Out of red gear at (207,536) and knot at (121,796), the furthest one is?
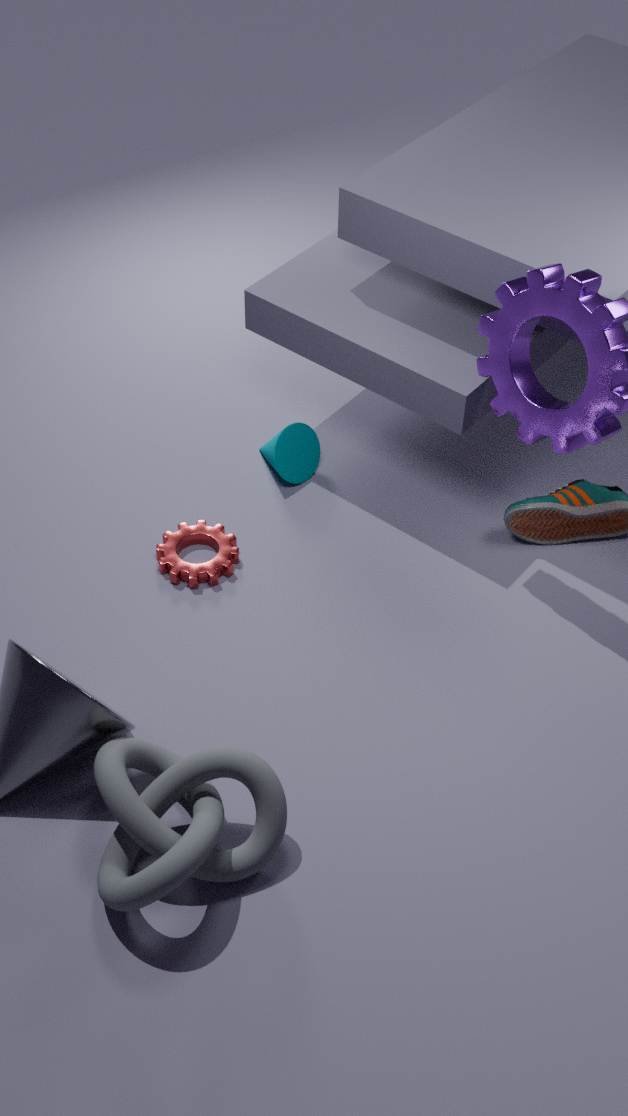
red gear at (207,536)
